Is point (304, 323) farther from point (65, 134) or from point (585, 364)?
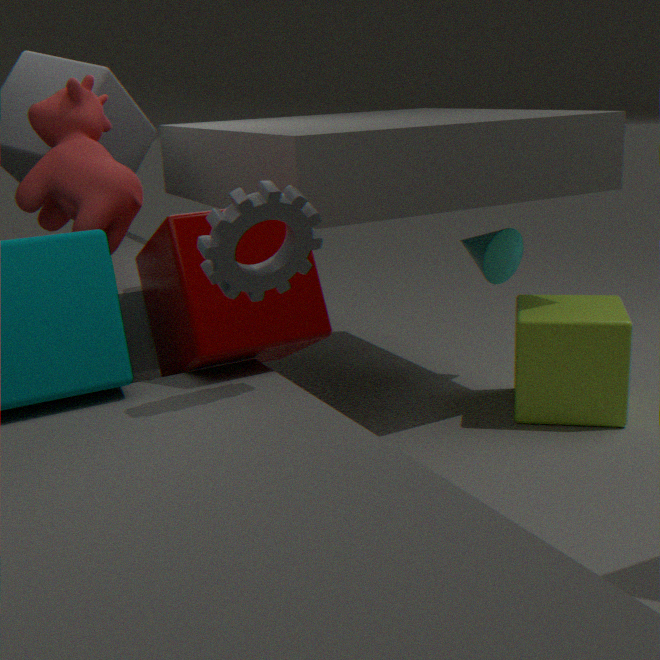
point (585, 364)
